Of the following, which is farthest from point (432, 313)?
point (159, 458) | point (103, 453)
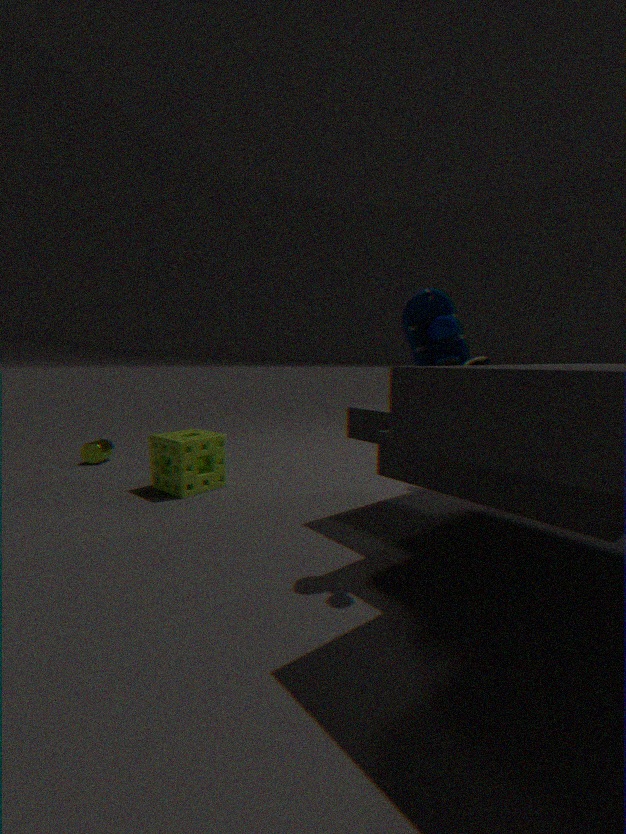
point (103, 453)
